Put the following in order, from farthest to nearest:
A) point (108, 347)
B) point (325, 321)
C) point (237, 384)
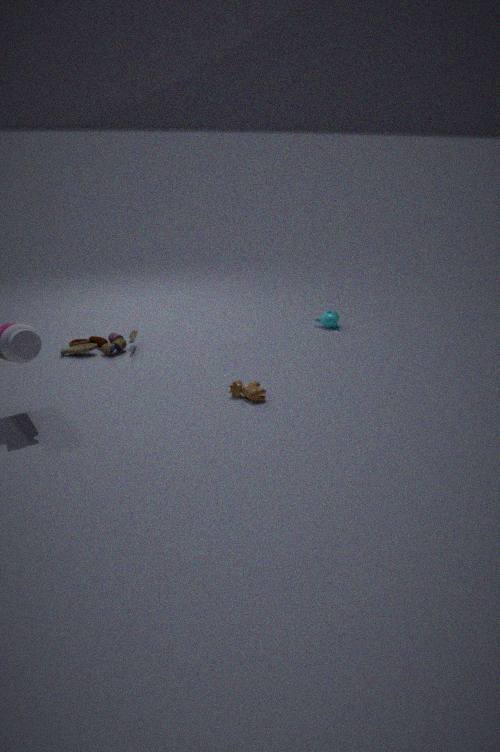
point (325, 321) < point (108, 347) < point (237, 384)
